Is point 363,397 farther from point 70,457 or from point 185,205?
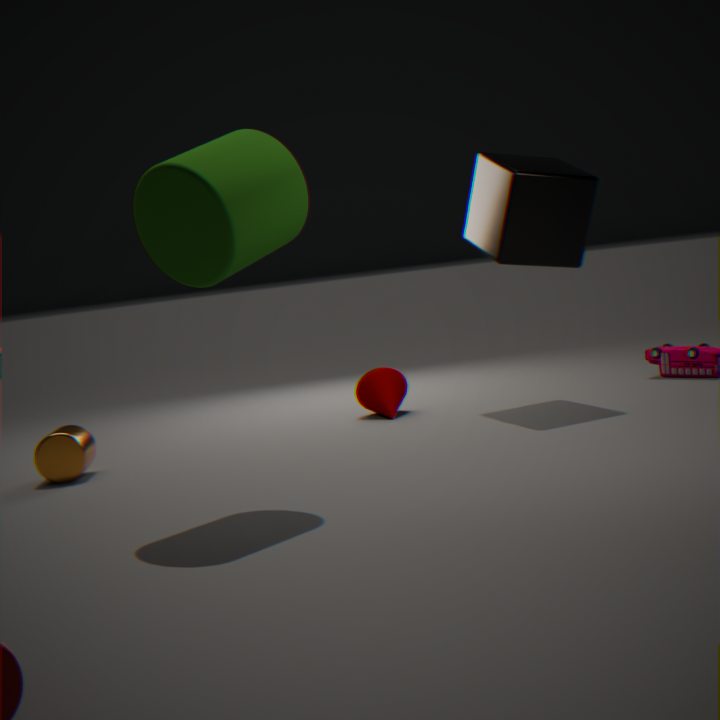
point 185,205
